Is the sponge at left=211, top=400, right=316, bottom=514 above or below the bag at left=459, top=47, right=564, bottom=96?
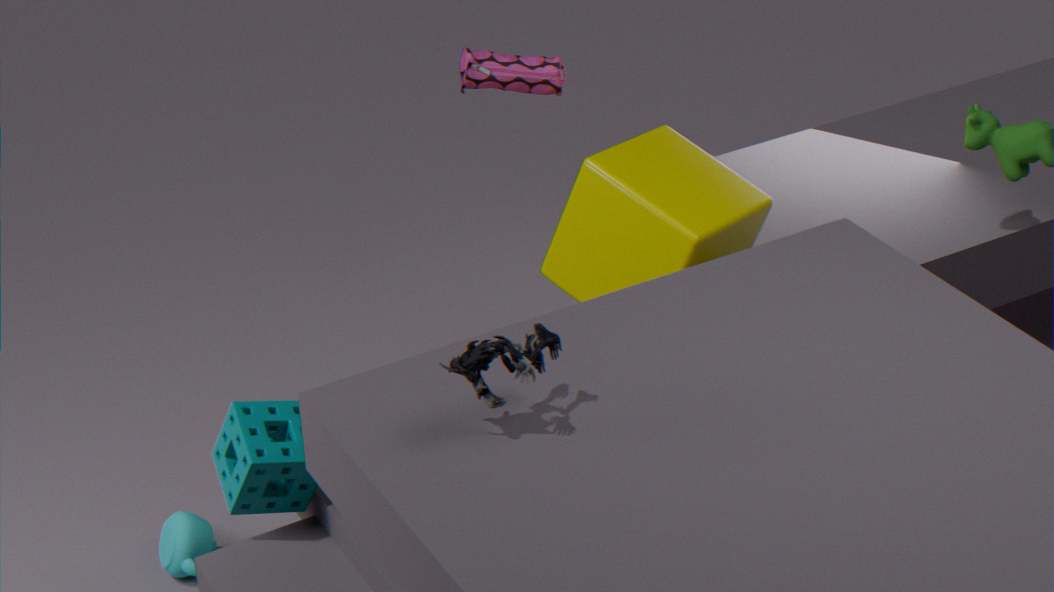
below
